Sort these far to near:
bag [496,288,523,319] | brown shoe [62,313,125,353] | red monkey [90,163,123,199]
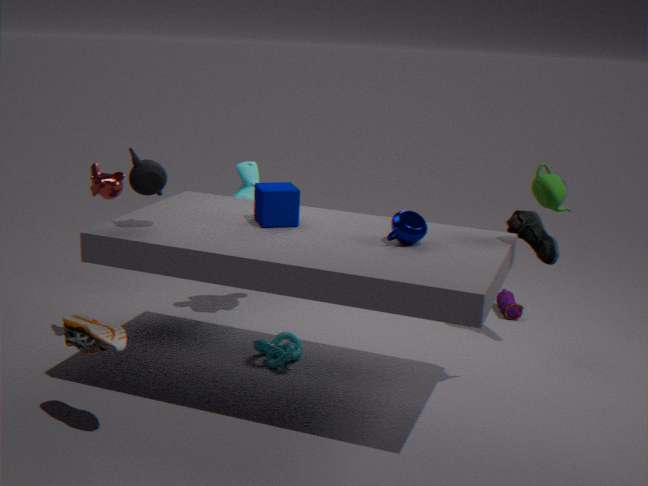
bag [496,288,523,319] → red monkey [90,163,123,199] → brown shoe [62,313,125,353]
